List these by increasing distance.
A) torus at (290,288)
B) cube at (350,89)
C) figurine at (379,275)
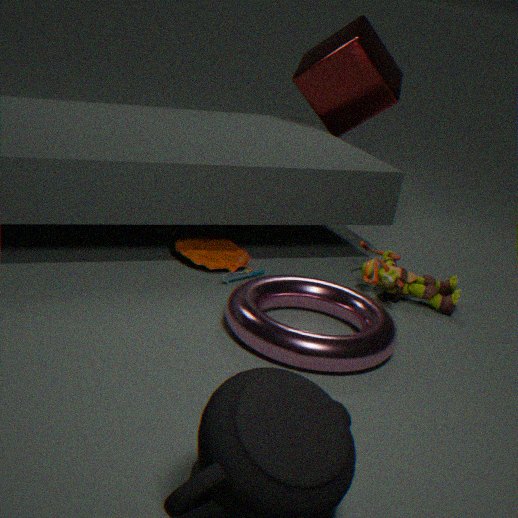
torus at (290,288) → figurine at (379,275) → cube at (350,89)
